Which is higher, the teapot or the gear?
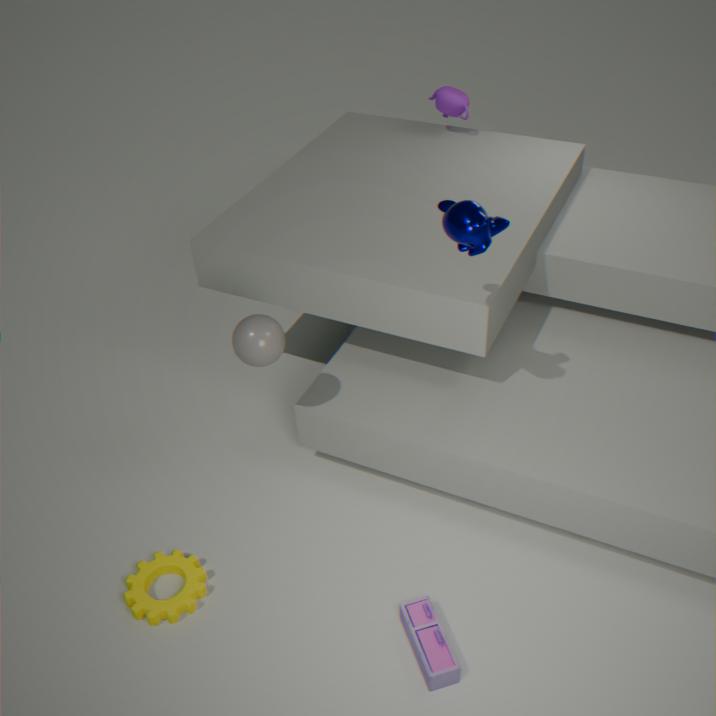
the teapot
